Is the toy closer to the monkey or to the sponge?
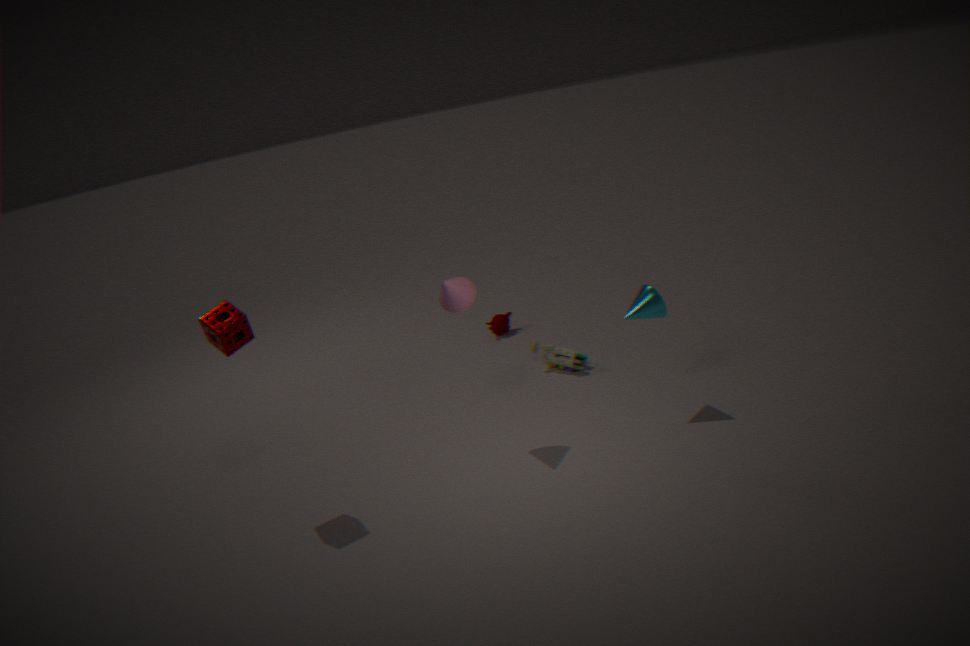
the monkey
